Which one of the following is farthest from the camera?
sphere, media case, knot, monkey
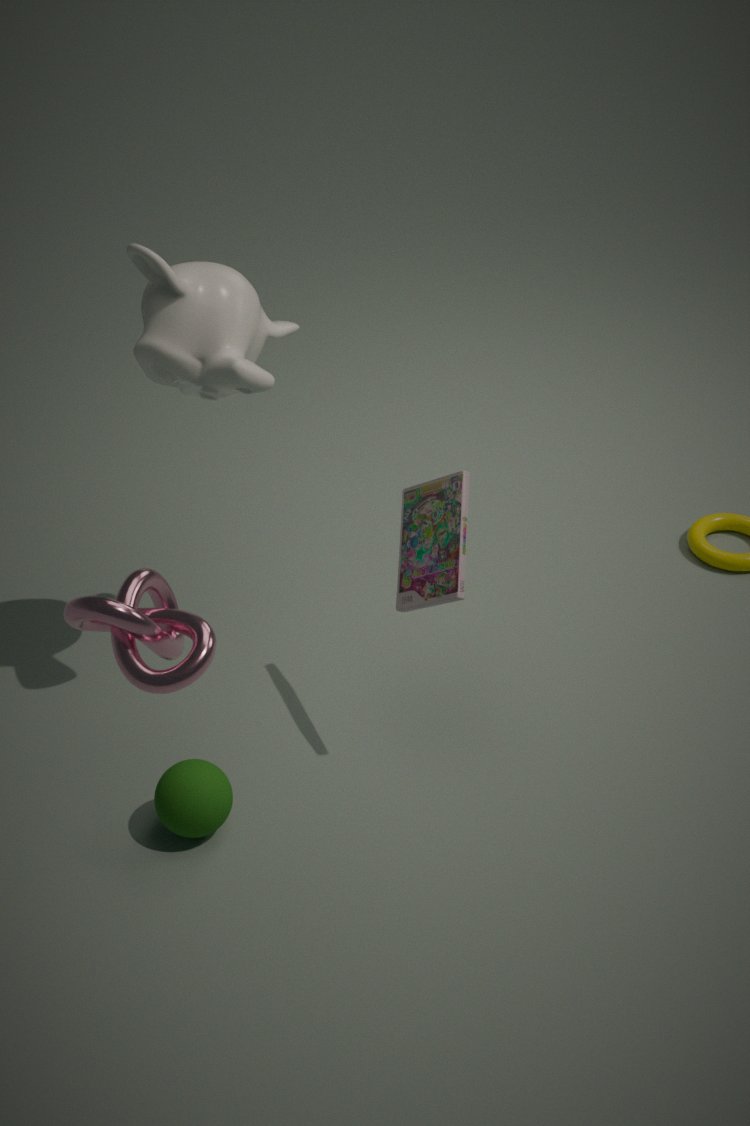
media case
